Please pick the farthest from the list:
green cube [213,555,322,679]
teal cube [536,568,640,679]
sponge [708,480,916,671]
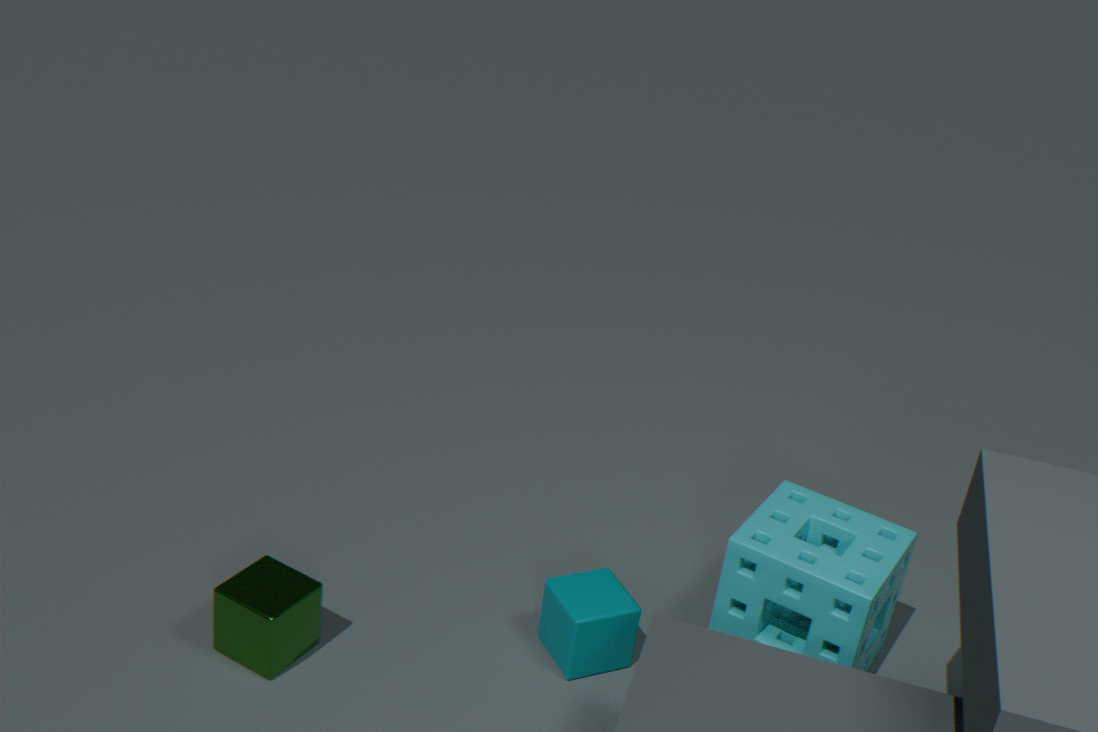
teal cube [536,568,640,679]
